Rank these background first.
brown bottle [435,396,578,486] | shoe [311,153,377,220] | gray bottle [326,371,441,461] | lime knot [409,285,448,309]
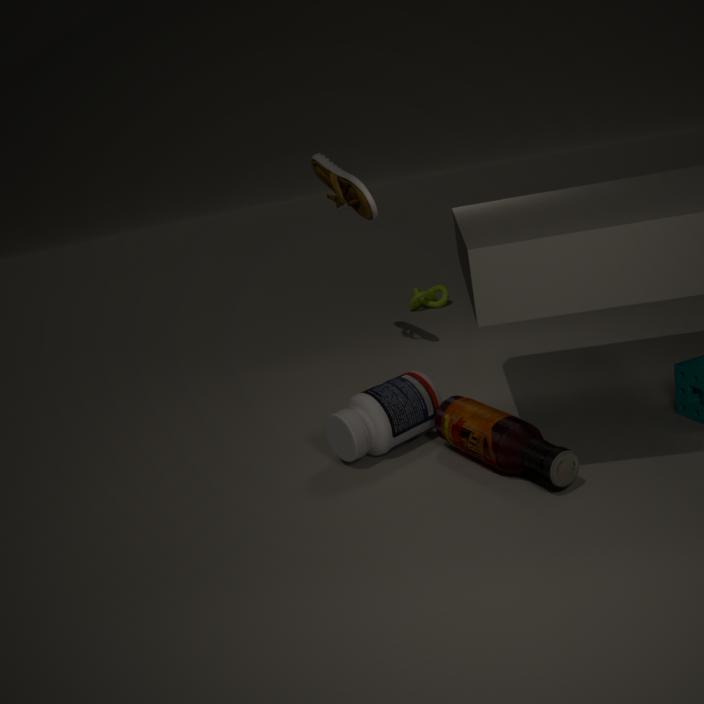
lime knot [409,285,448,309] < shoe [311,153,377,220] < gray bottle [326,371,441,461] < brown bottle [435,396,578,486]
